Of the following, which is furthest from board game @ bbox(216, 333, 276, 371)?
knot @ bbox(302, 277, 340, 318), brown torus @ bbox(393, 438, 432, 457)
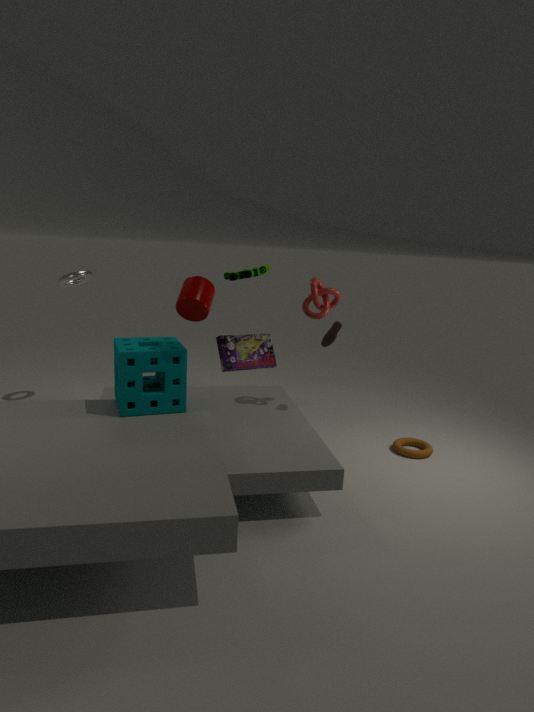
brown torus @ bbox(393, 438, 432, 457)
